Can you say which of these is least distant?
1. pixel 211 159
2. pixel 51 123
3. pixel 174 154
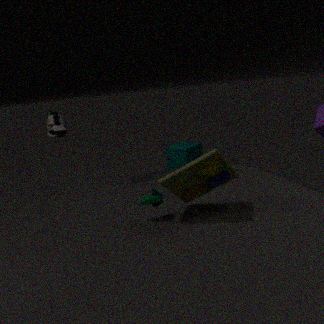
pixel 211 159
